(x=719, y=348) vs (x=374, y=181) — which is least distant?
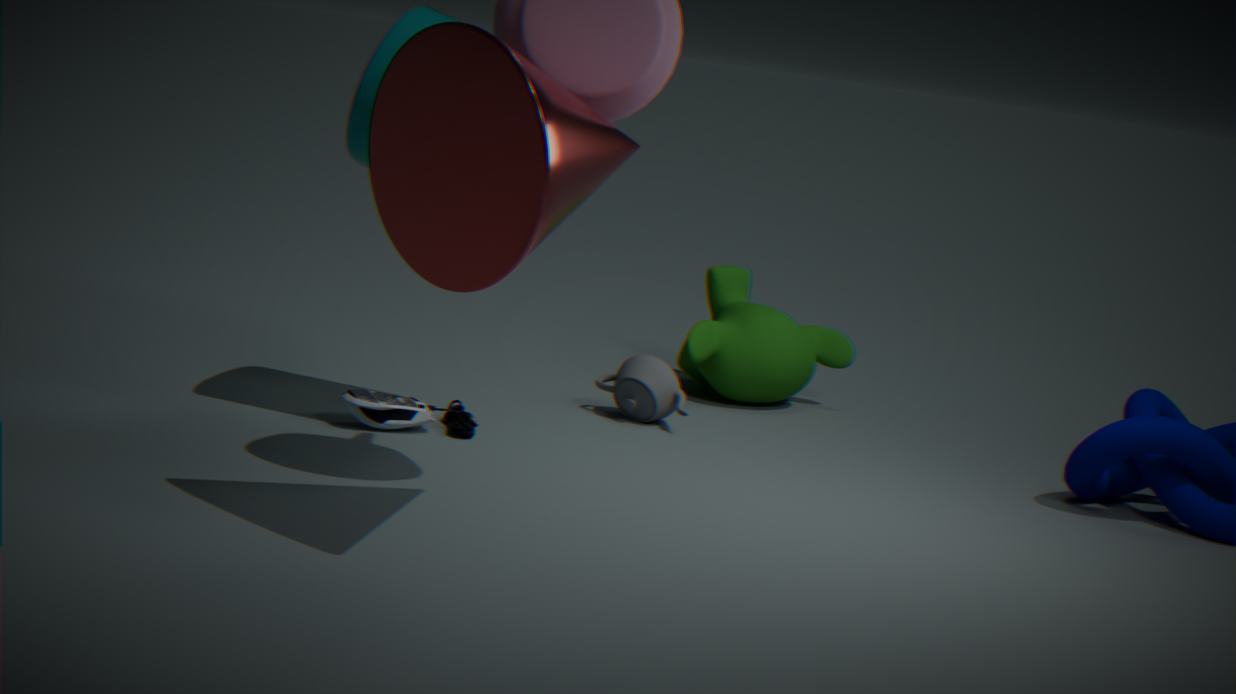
(x=374, y=181)
